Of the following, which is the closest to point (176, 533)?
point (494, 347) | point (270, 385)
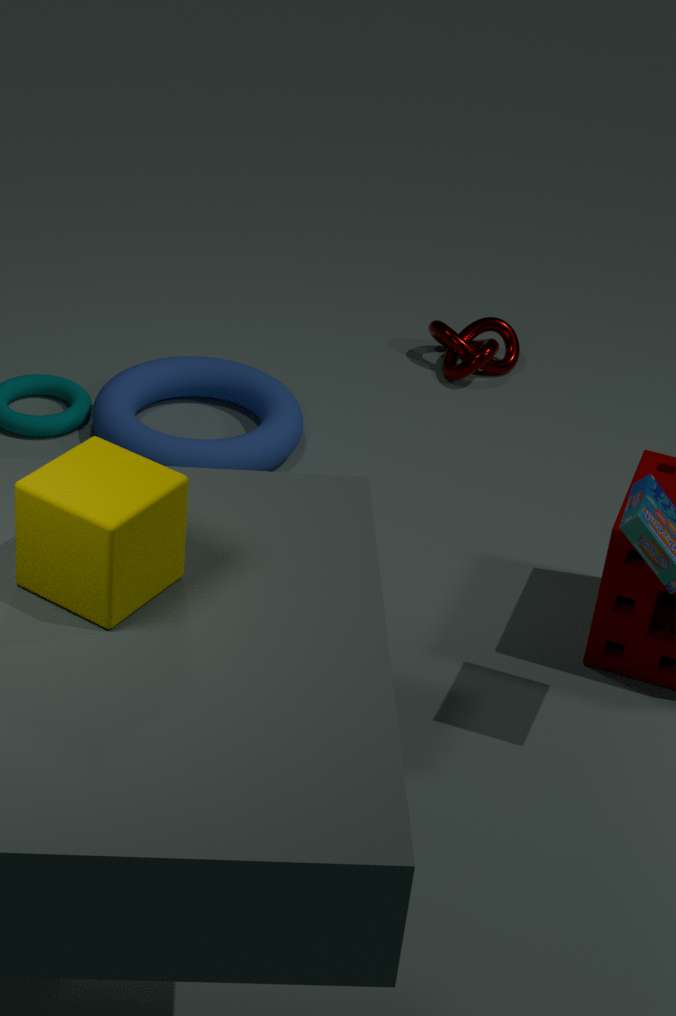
point (270, 385)
